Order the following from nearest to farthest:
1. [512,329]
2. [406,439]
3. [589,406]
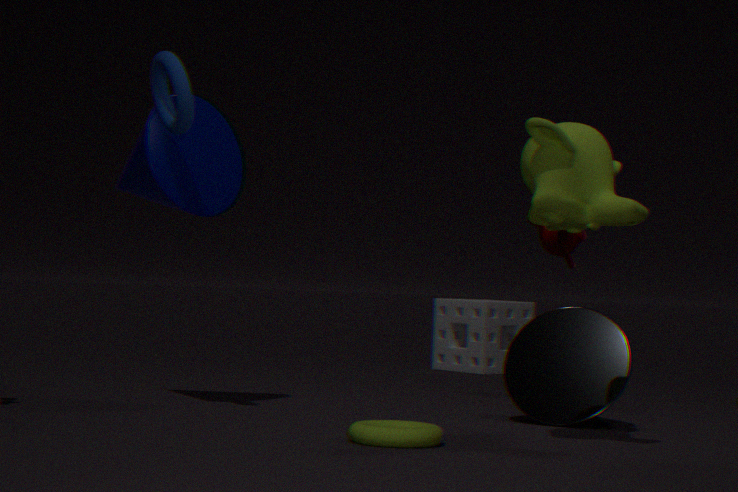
[406,439] → [589,406] → [512,329]
